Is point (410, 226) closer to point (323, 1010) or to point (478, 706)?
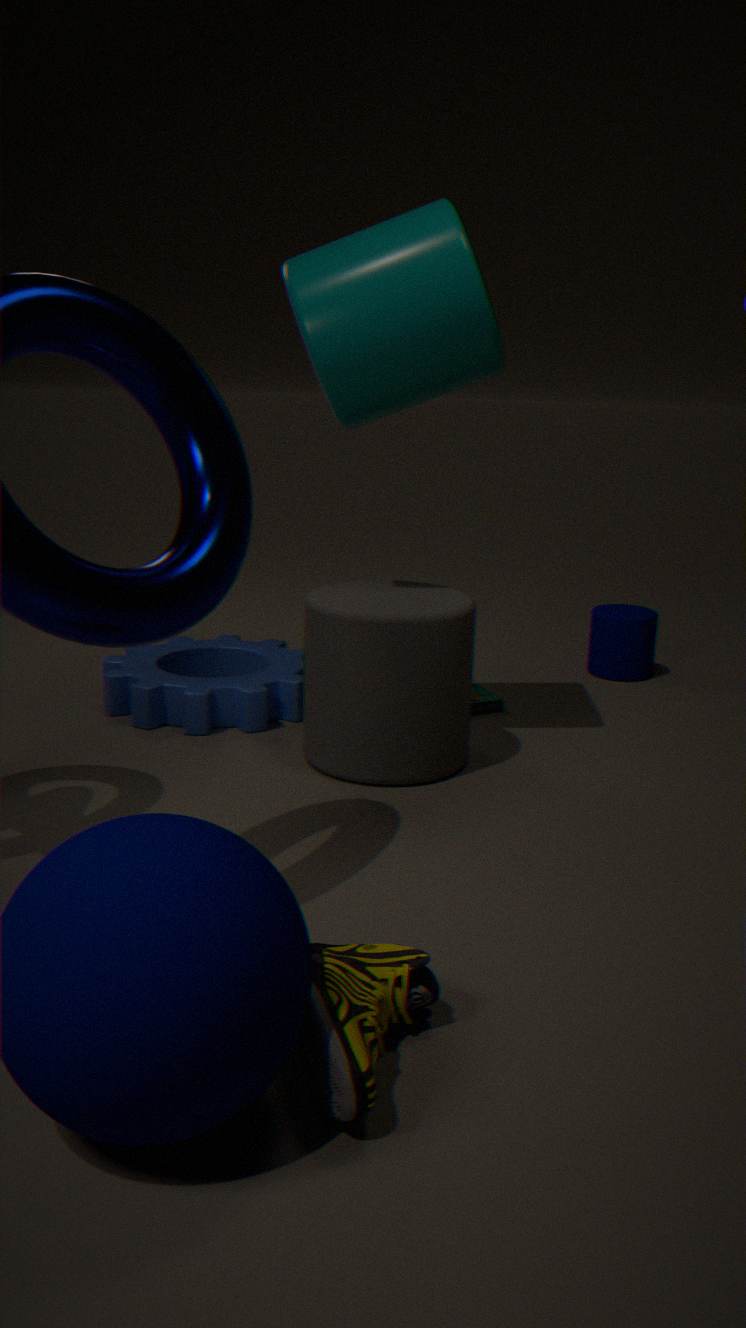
point (478, 706)
